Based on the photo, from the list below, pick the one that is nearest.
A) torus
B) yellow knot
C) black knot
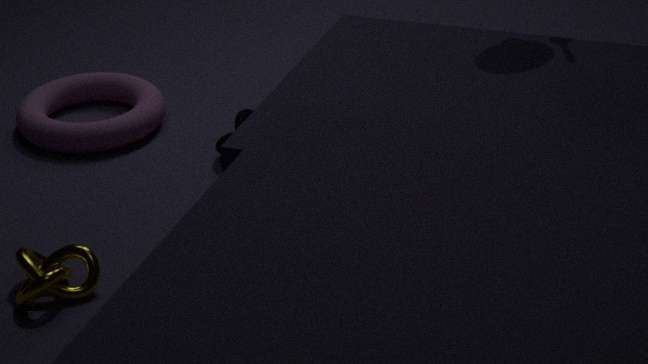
B. yellow knot
